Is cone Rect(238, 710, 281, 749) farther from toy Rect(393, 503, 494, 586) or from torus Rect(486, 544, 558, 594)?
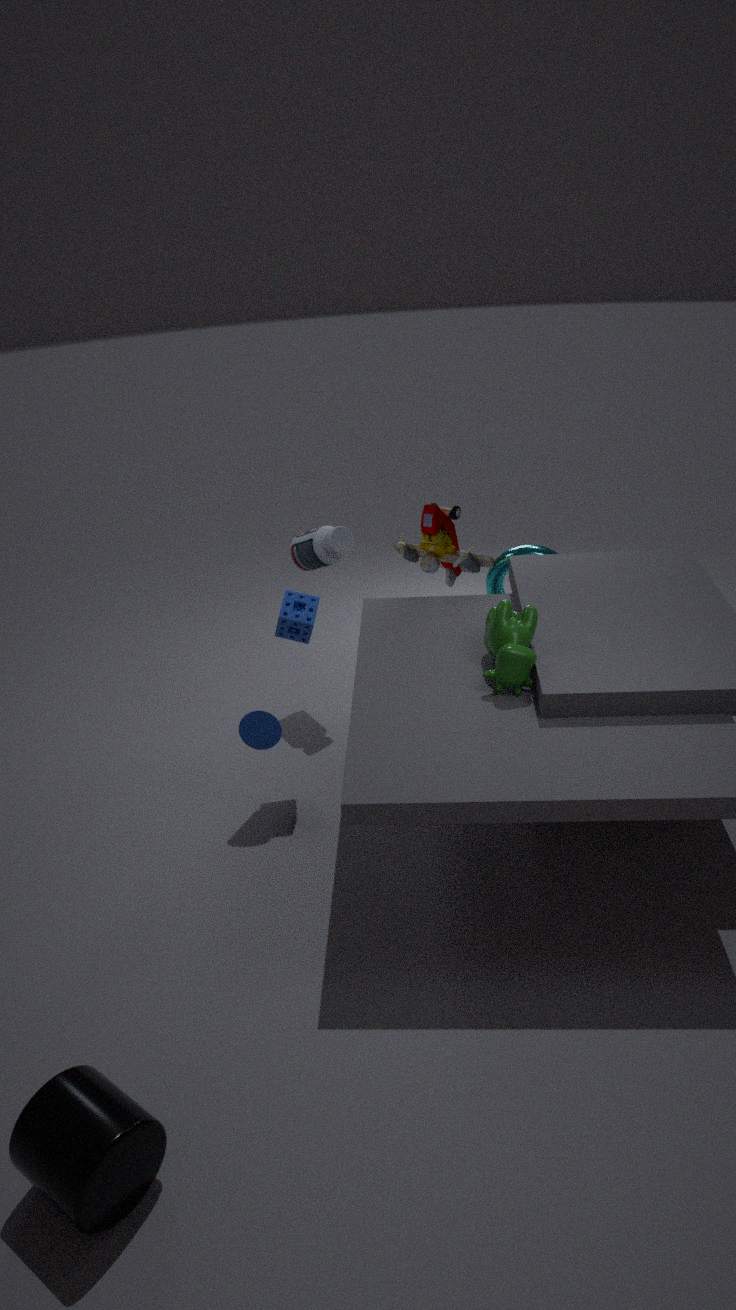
torus Rect(486, 544, 558, 594)
